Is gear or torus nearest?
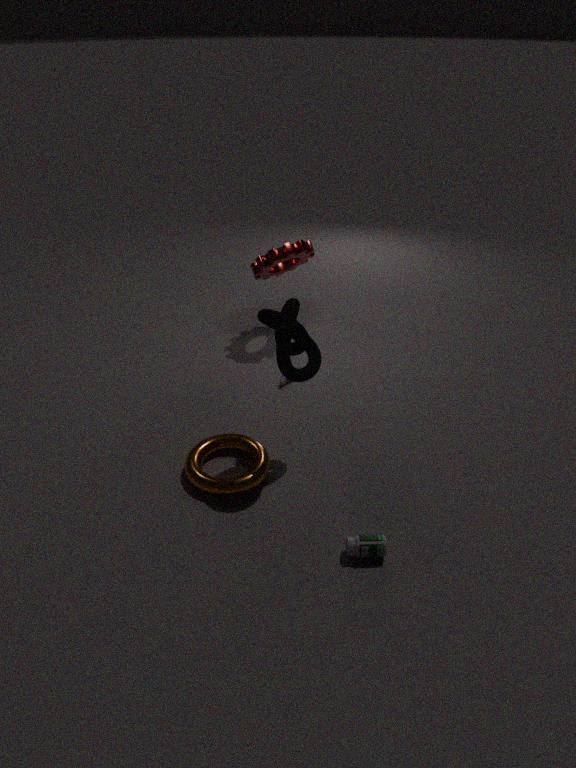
torus
